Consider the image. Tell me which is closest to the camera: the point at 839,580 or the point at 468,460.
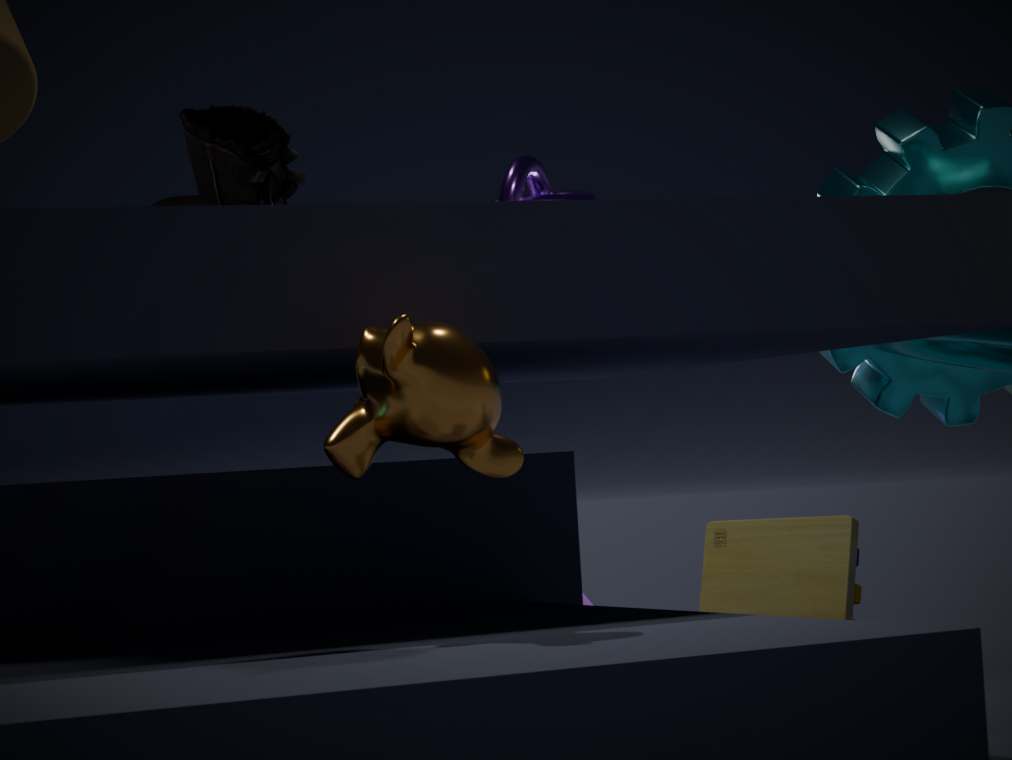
the point at 468,460
